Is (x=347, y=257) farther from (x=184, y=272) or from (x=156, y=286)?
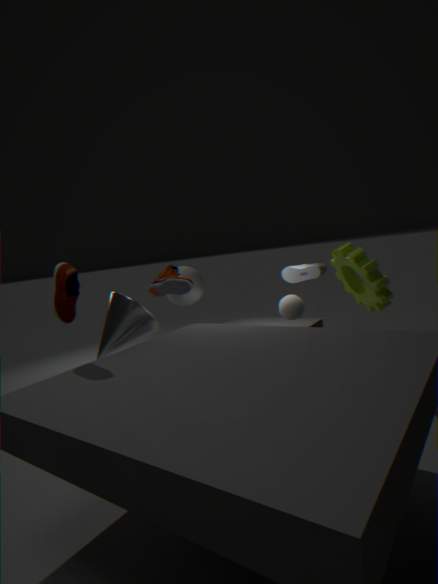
(x=184, y=272)
